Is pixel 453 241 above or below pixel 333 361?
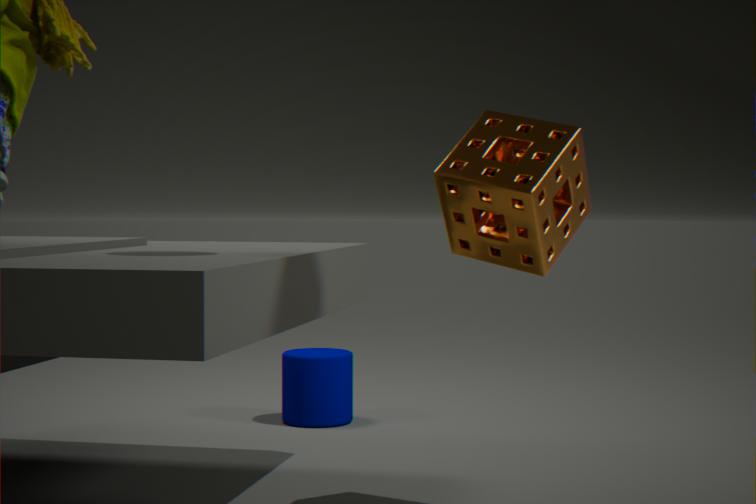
above
